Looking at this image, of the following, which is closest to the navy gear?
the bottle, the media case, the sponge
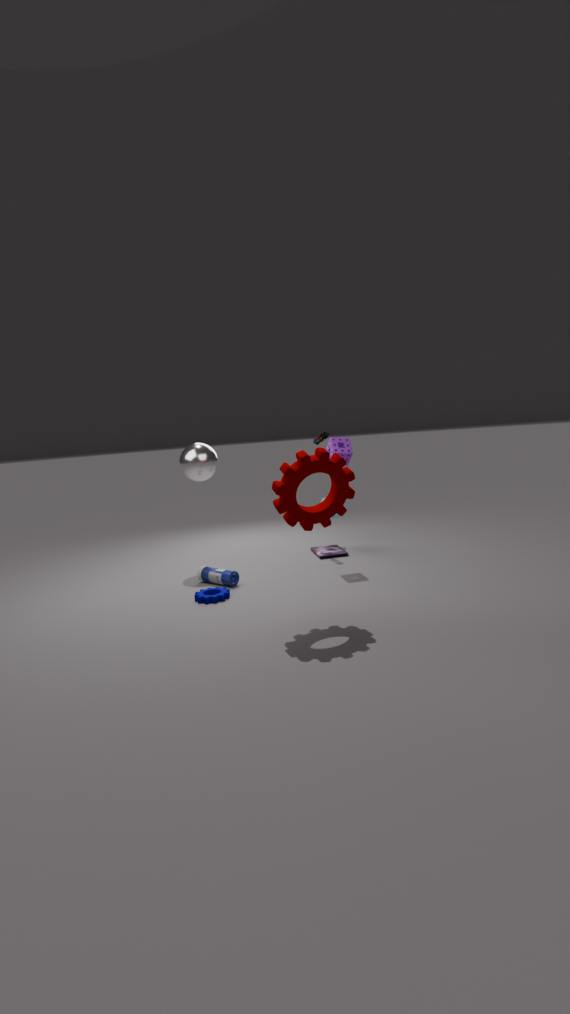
the bottle
